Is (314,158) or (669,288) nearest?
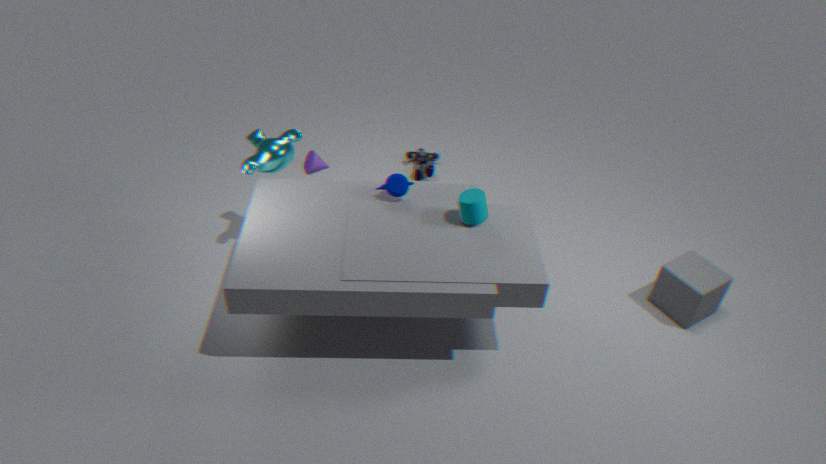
(669,288)
